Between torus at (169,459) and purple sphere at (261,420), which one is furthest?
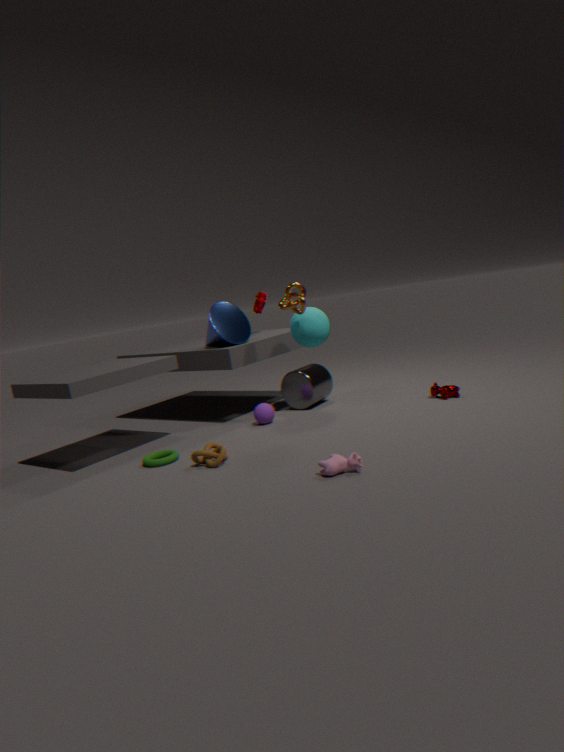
purple sphere at (261,420)
